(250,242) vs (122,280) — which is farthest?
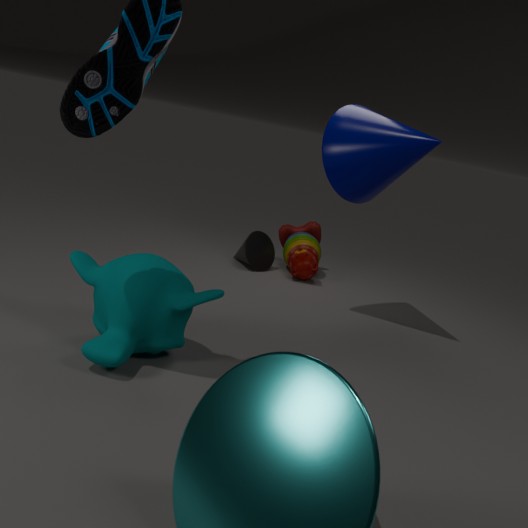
(250,242)
